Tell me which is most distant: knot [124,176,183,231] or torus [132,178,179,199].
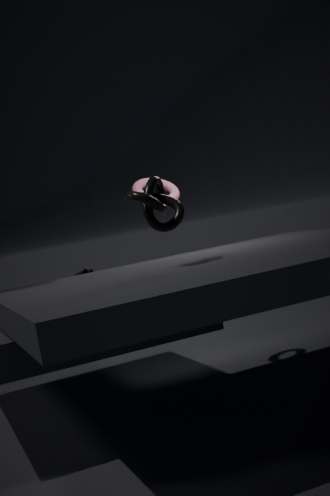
torus [132,178,179,199]
